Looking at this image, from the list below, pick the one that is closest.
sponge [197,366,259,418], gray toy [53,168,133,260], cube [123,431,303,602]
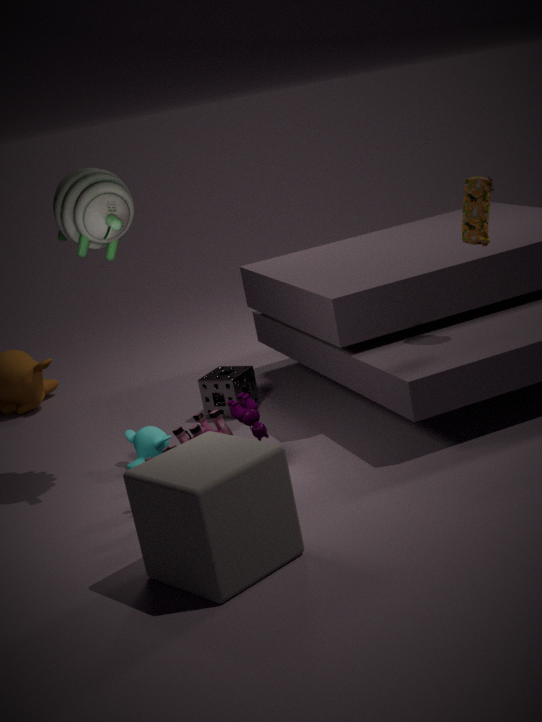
cube [123,431,303,602]
